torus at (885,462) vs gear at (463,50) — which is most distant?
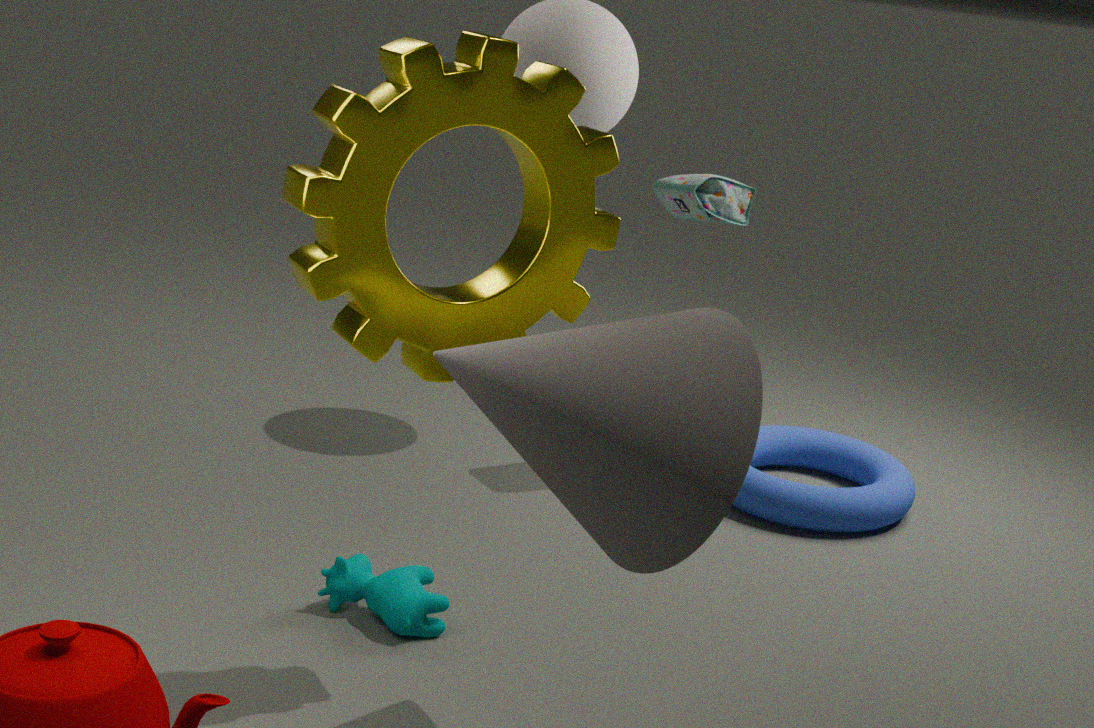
torus at (885,462)
